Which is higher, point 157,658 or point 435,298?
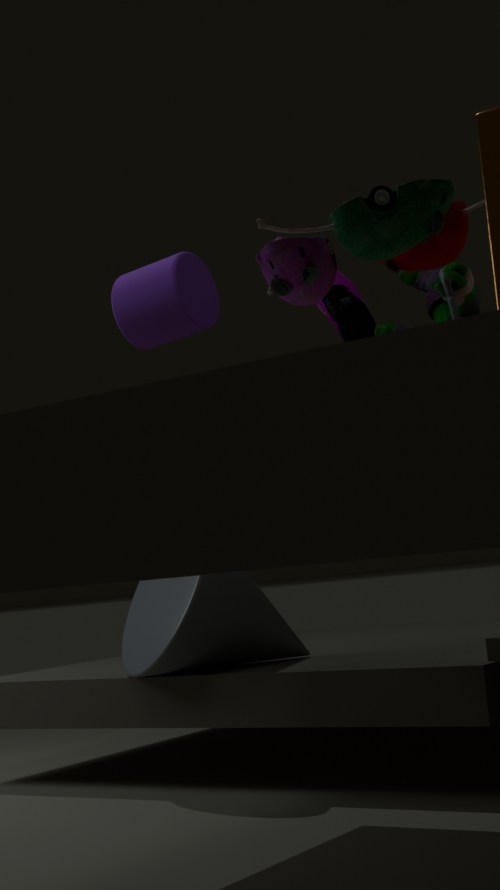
point 435,298
